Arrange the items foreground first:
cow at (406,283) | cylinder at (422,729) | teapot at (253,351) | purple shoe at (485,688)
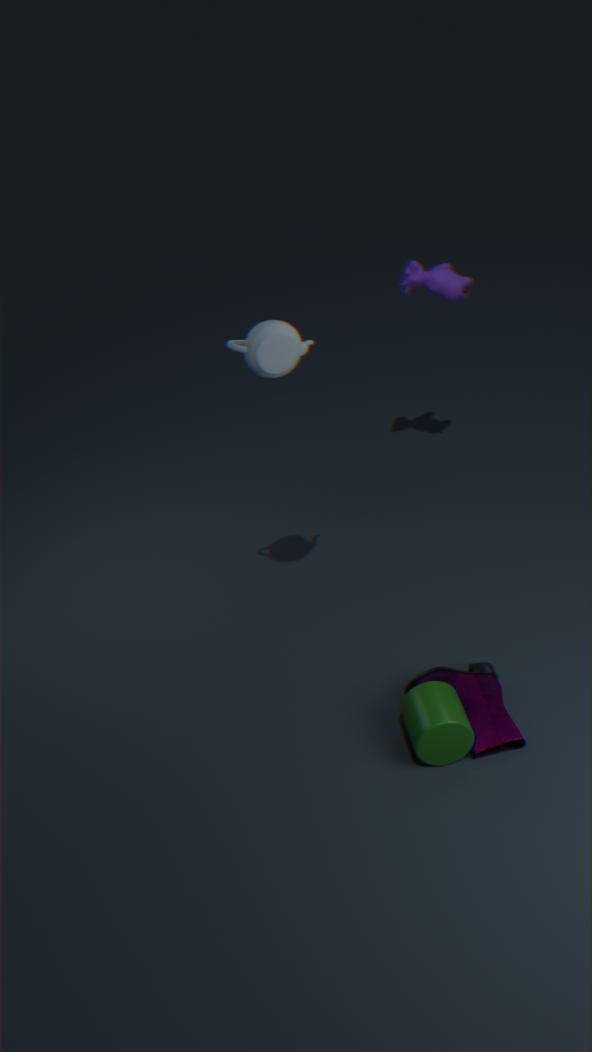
teapot at (253,351), cylinder at (422,729), purple shoe at (485,688), cow at (406,283)
